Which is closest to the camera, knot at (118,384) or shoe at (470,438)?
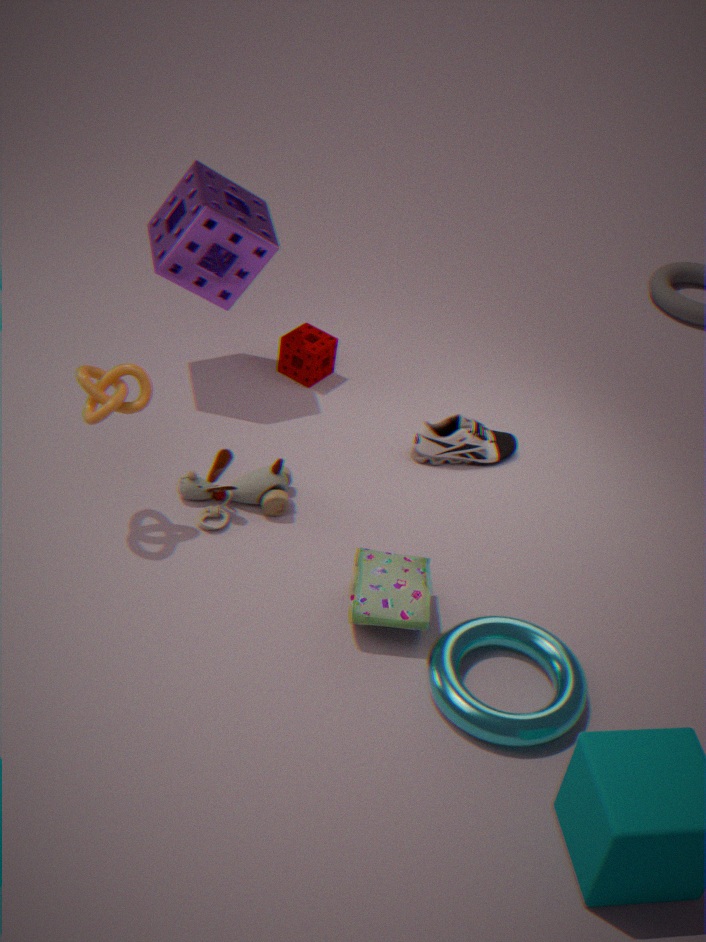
knot at (118,384)
